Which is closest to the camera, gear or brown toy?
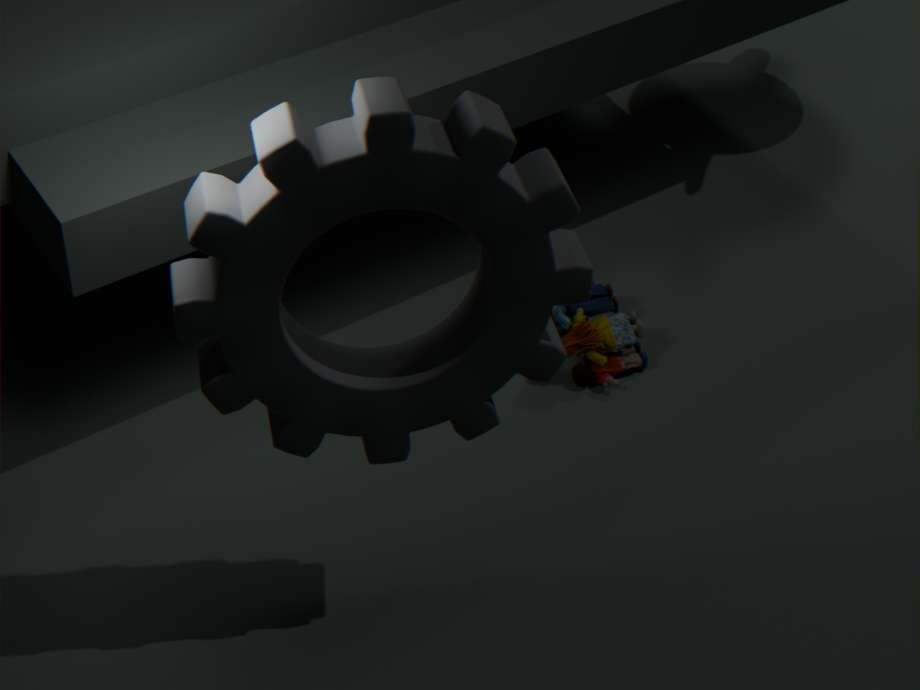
gear
